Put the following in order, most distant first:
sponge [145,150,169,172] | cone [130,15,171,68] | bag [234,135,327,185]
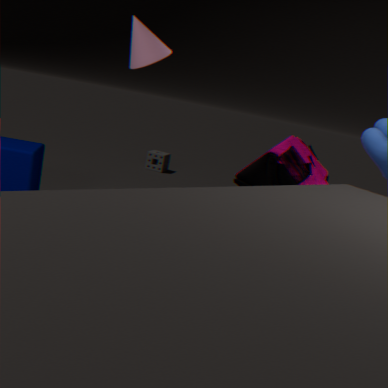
sponge [145,150,169,172] → cone [130,15,171,68] → bag [234,135,327,185]
